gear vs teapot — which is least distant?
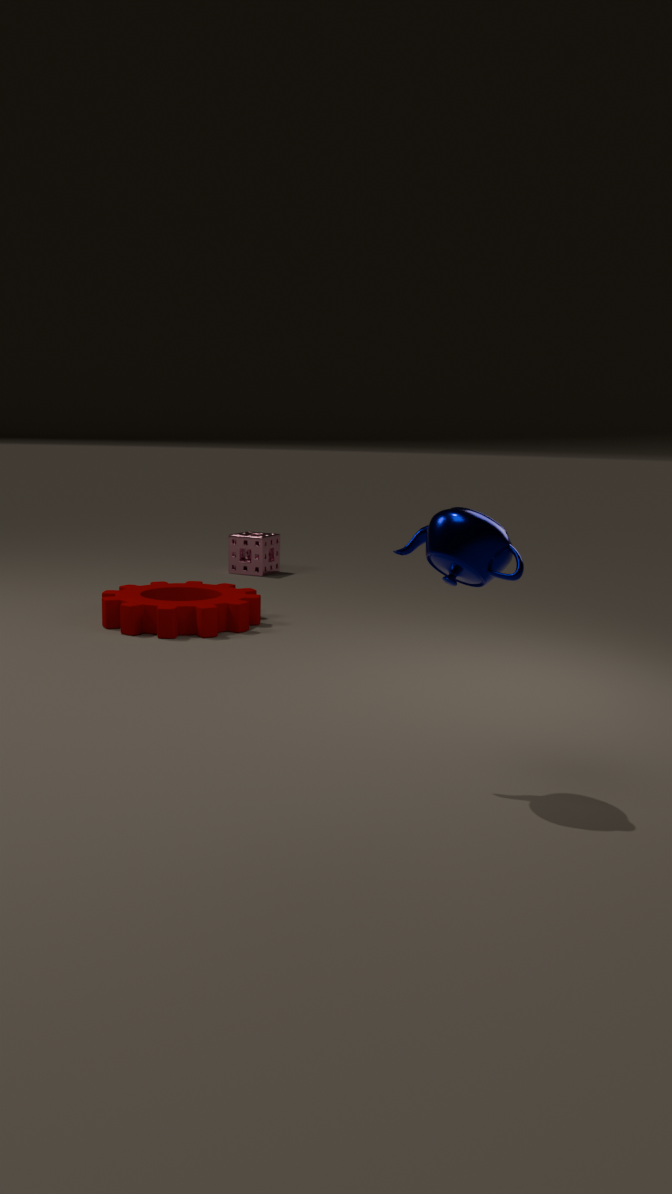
teapot
